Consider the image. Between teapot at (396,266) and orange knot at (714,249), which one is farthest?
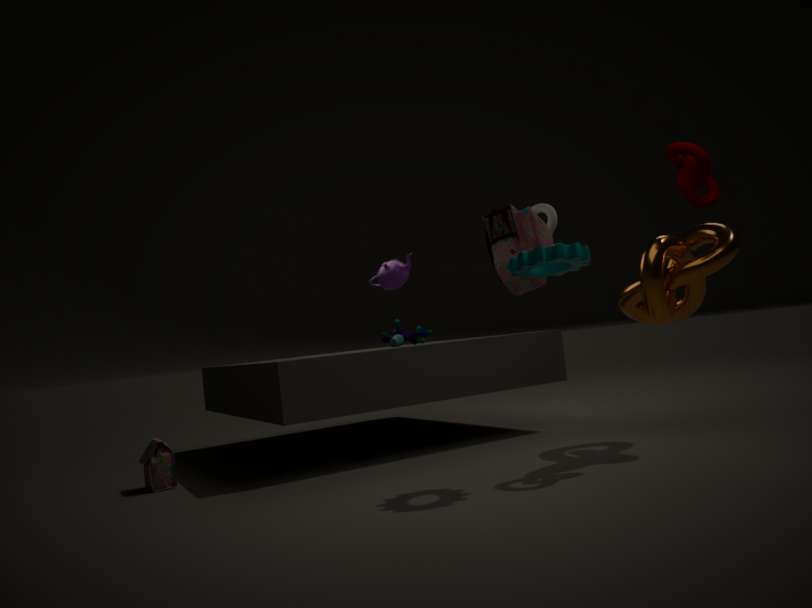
teapot at (396,266)
